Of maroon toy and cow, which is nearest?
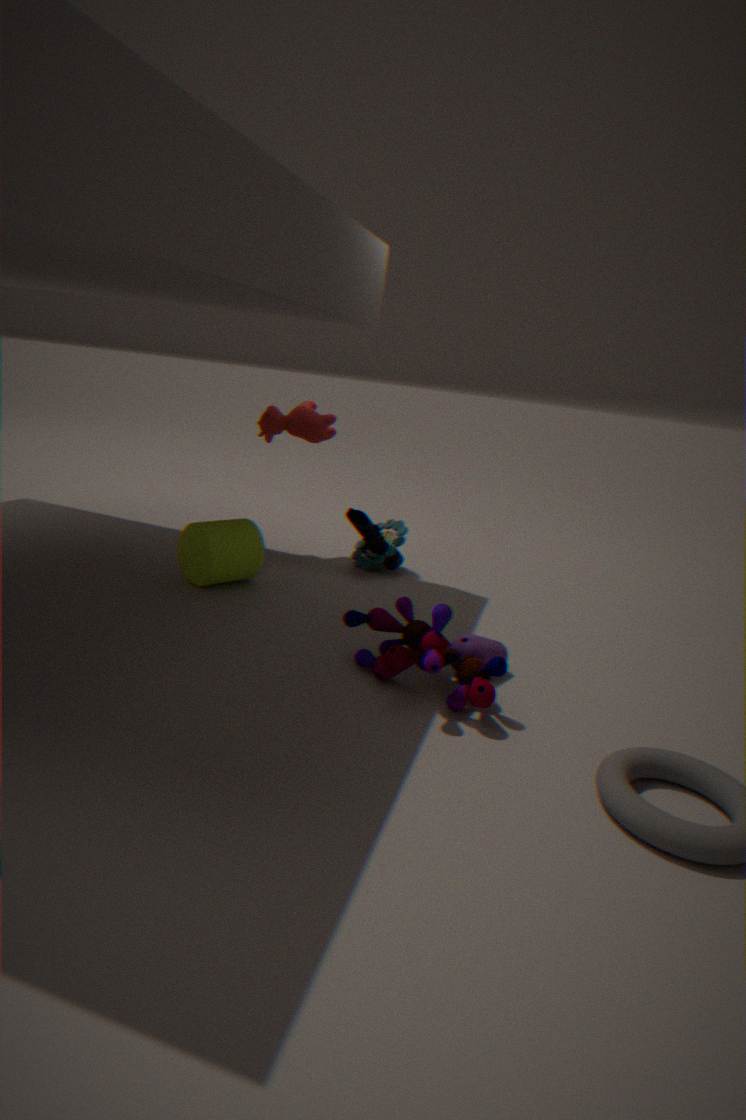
maroon toy
